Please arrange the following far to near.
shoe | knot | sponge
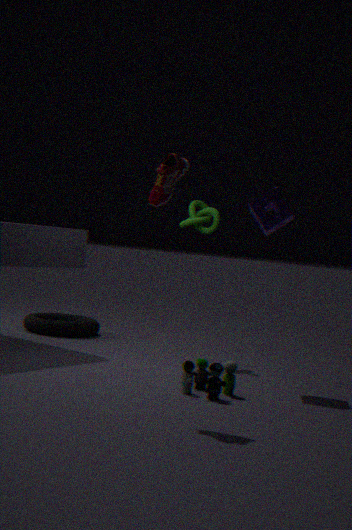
knot → sponge → shoe
